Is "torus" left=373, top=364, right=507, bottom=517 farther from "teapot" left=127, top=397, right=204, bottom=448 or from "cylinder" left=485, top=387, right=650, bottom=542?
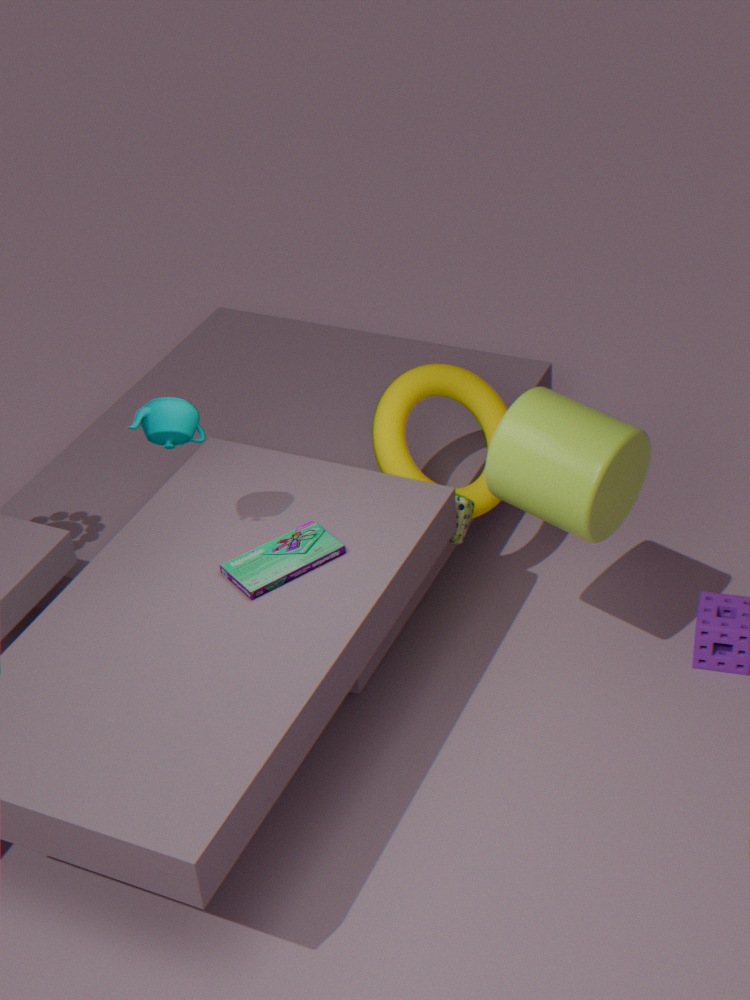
"teapot" left=127, top=397, right=204, bottom=448
